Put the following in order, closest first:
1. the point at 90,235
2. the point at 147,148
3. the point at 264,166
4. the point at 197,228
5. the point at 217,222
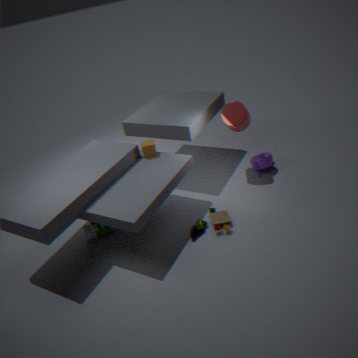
the point at 197,228
the point at 217,222
the point at 90,235
the point at 147,148
the point at 264,166
